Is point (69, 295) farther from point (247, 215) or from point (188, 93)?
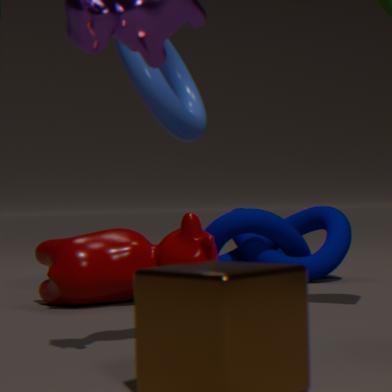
point (188, 93)
